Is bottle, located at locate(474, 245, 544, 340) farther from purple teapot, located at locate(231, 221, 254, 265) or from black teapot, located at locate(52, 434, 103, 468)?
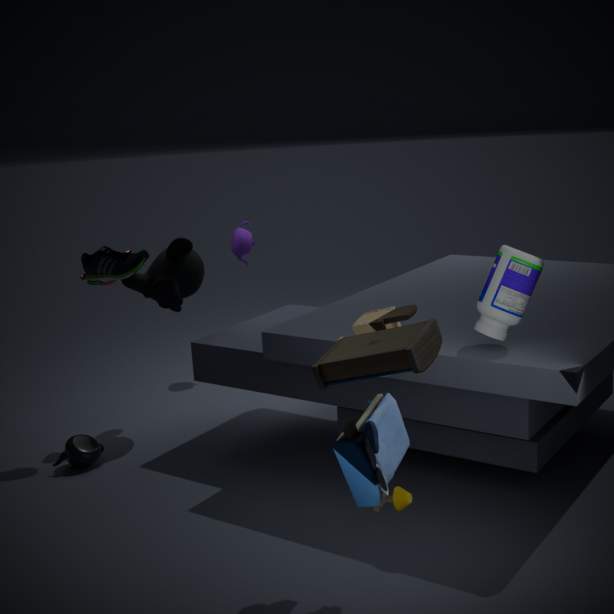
purple teapot, located at locate(231, 221, 254, 265)
